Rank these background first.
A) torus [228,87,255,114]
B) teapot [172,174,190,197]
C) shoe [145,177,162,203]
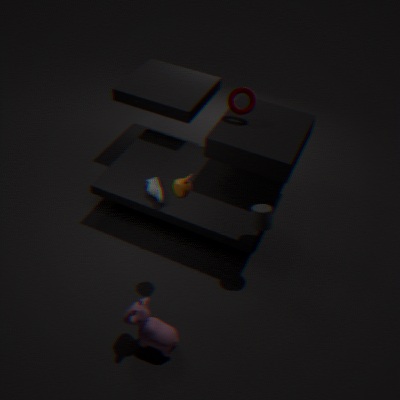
→ torus [228,87,255,114]
shoe [145,177,162,203]
teapot [172,174,190,197]
